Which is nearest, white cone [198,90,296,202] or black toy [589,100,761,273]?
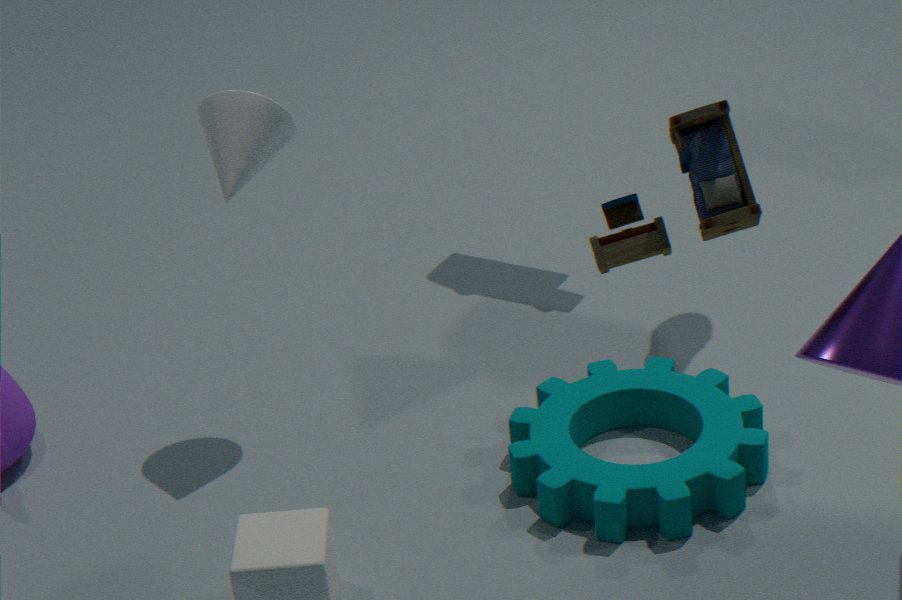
black toy [589,100,761,273]
